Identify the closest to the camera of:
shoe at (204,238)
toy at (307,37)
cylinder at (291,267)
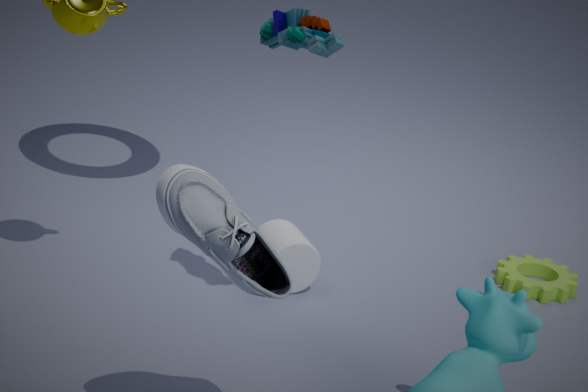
shoe at (204,238)
